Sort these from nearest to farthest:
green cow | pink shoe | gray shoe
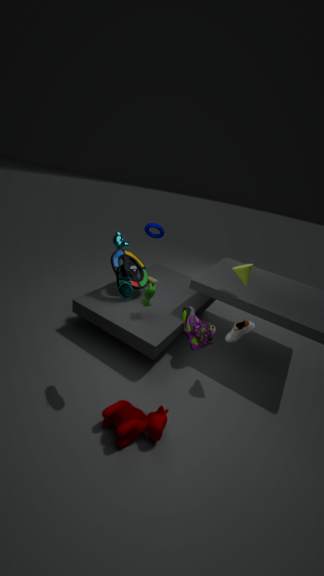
pink shoe → gray shoe → green cow
